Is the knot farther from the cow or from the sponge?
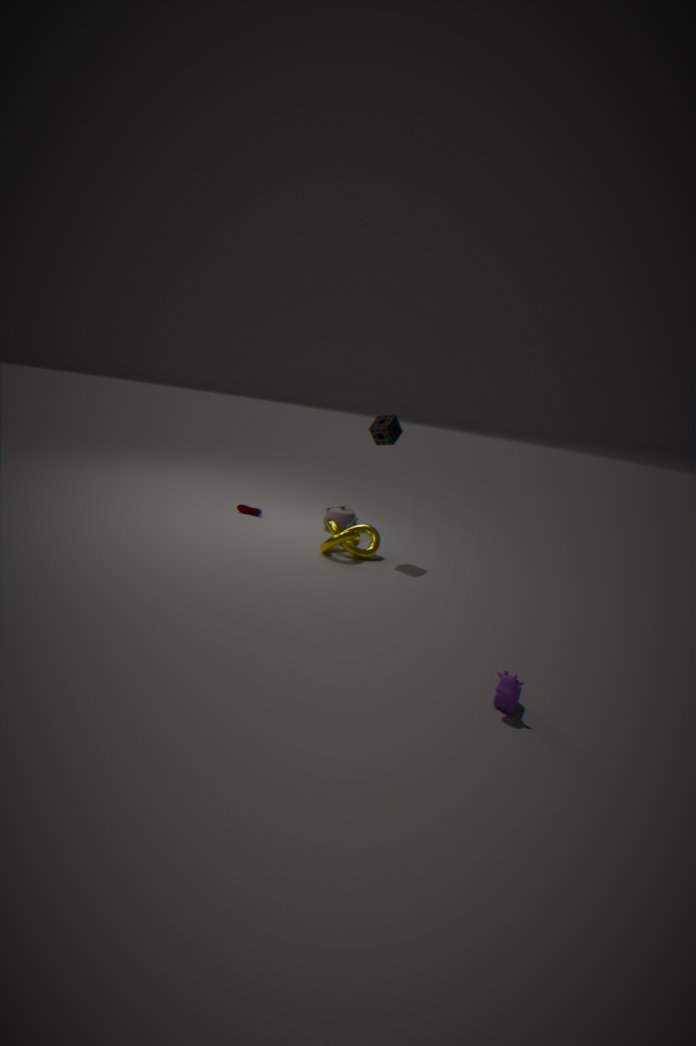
the cow
